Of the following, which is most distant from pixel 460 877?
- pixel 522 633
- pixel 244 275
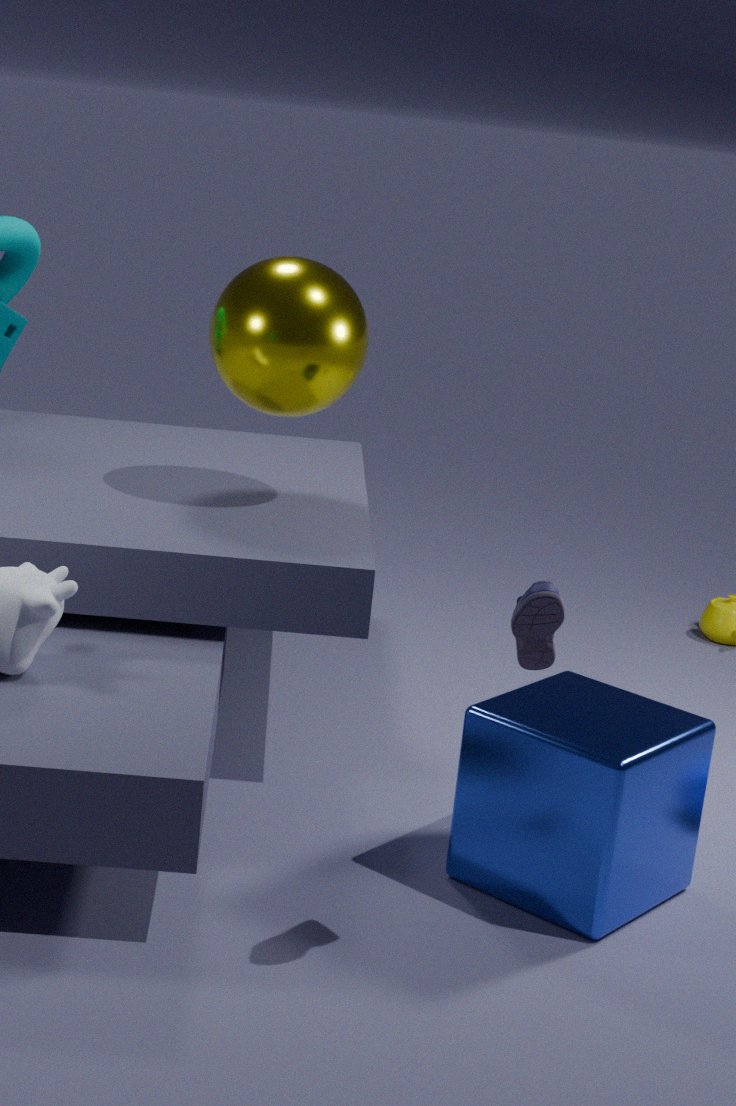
pixel 244 275
